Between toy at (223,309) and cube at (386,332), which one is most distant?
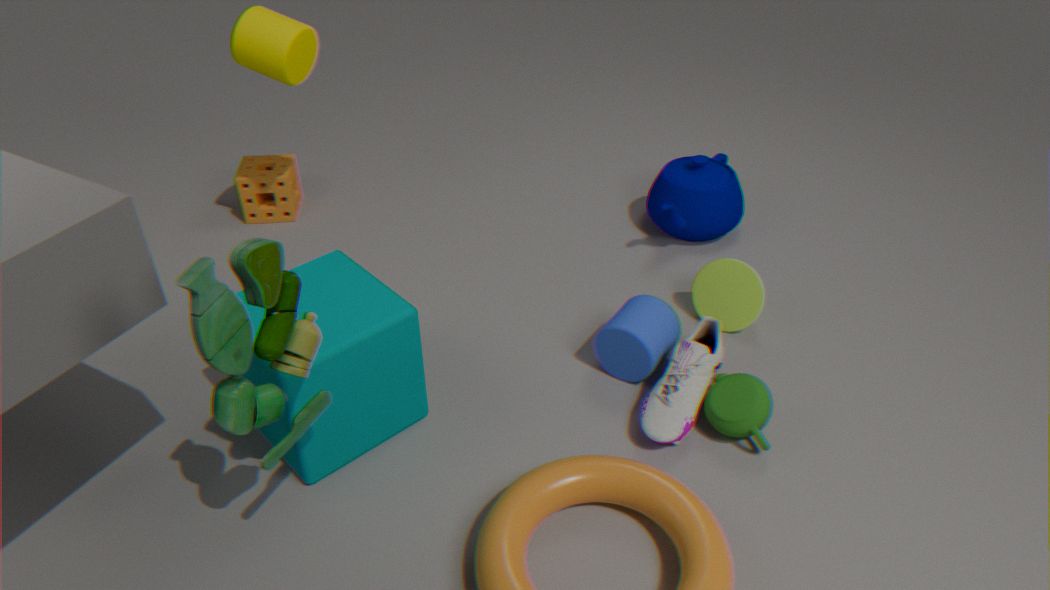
cube at (386,332)
